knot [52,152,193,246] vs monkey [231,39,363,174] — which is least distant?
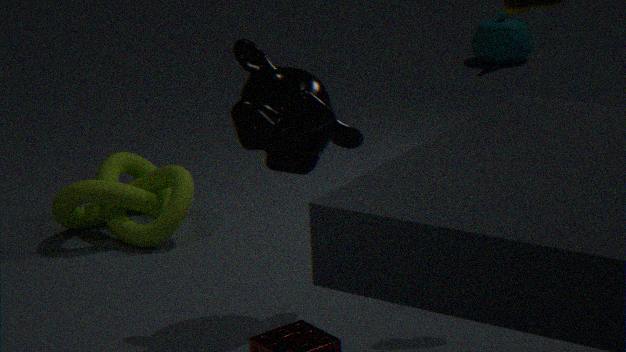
monkey [231,39,363,174]
